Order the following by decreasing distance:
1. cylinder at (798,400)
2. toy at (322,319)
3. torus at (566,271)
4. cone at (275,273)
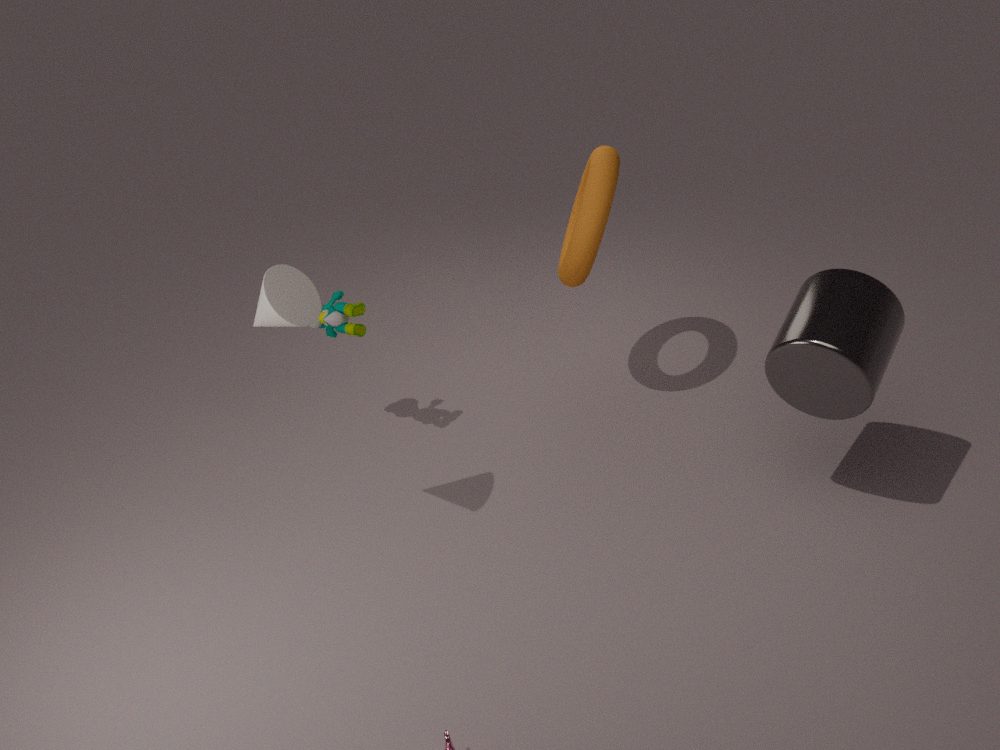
toy at (322,319), torus at (566,271), cylinder at (798,400), cone at (275,273)
